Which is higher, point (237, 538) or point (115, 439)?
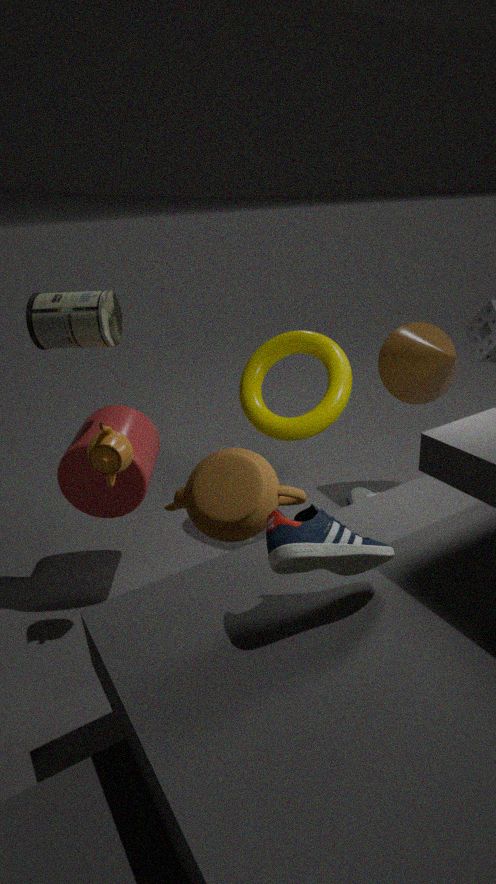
point (115, 439)
